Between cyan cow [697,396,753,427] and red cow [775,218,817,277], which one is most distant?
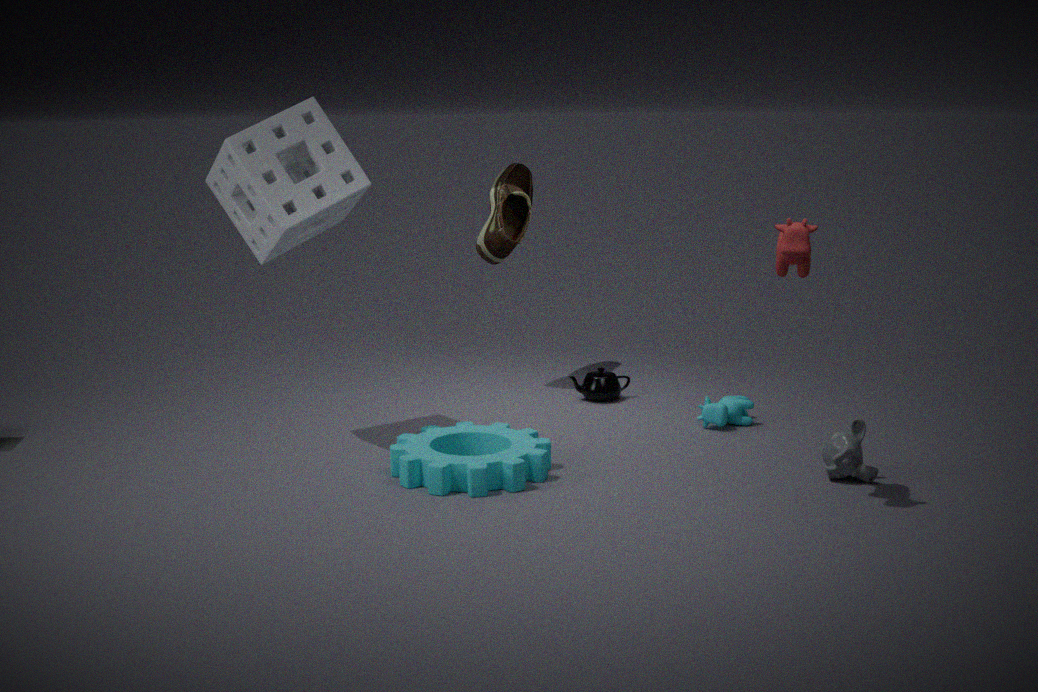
cyan cow [697,396,753,427]
